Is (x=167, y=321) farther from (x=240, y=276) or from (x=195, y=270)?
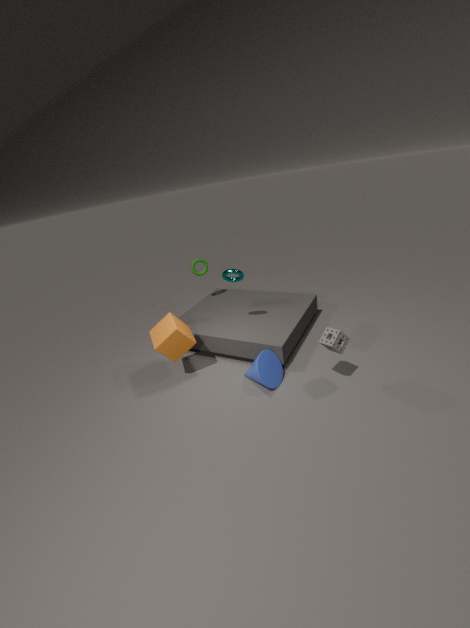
(x=195, y=270)
